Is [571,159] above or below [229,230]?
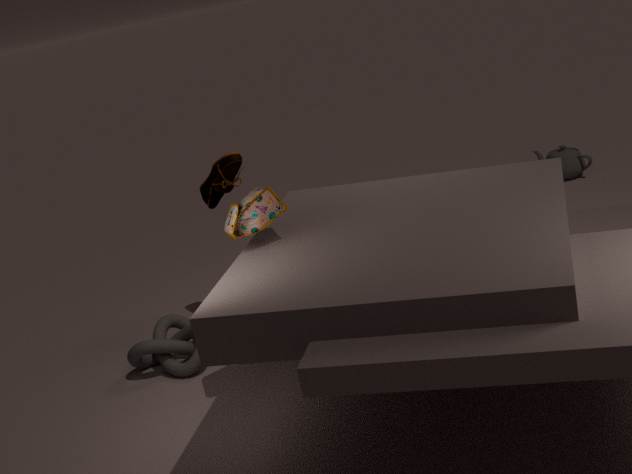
below
